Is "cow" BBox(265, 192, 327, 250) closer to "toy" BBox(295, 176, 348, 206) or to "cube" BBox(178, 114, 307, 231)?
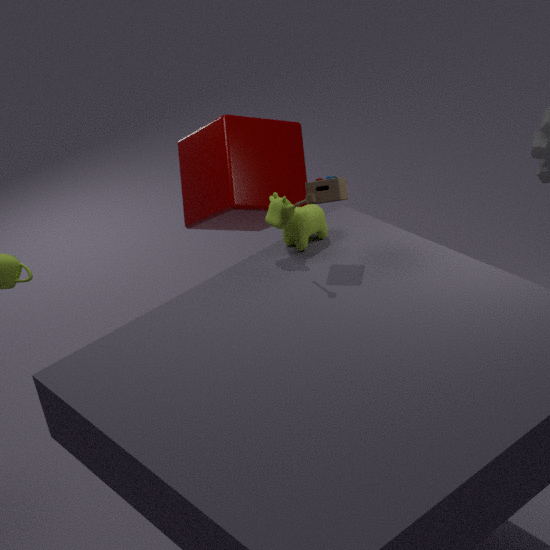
"toy" BBox(295, 176, 348, 206)
